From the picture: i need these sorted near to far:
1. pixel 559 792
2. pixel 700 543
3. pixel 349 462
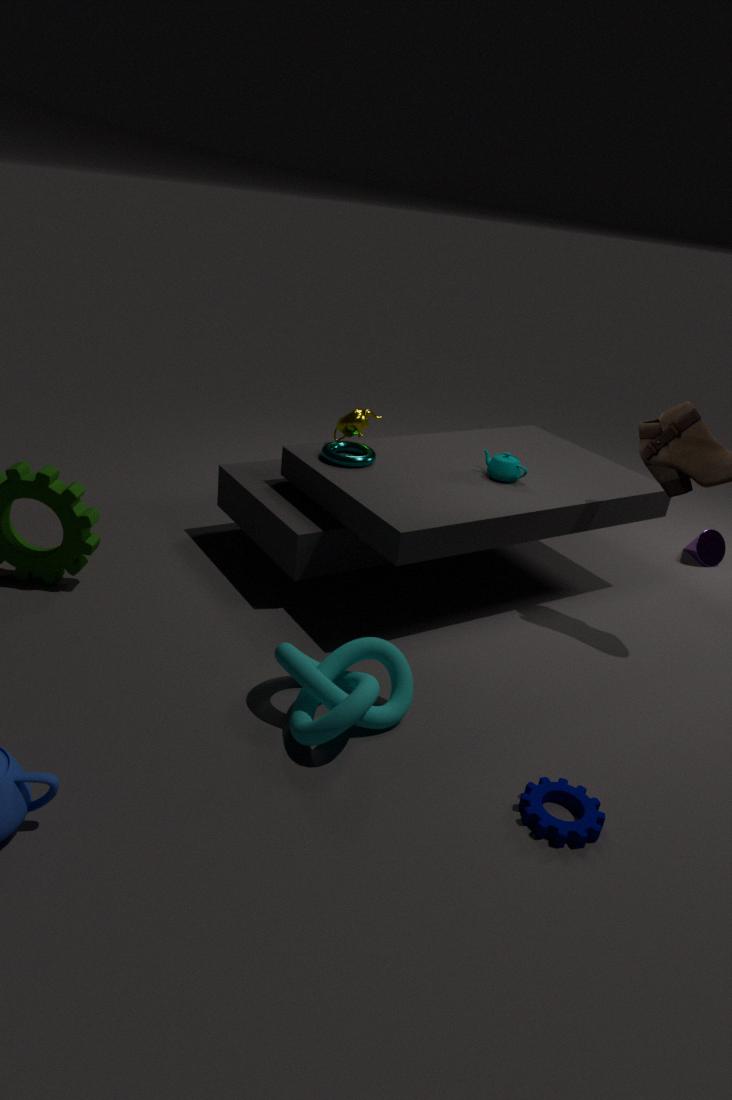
pixel 559 792 → pixel 349 462 → pixel 700 543
